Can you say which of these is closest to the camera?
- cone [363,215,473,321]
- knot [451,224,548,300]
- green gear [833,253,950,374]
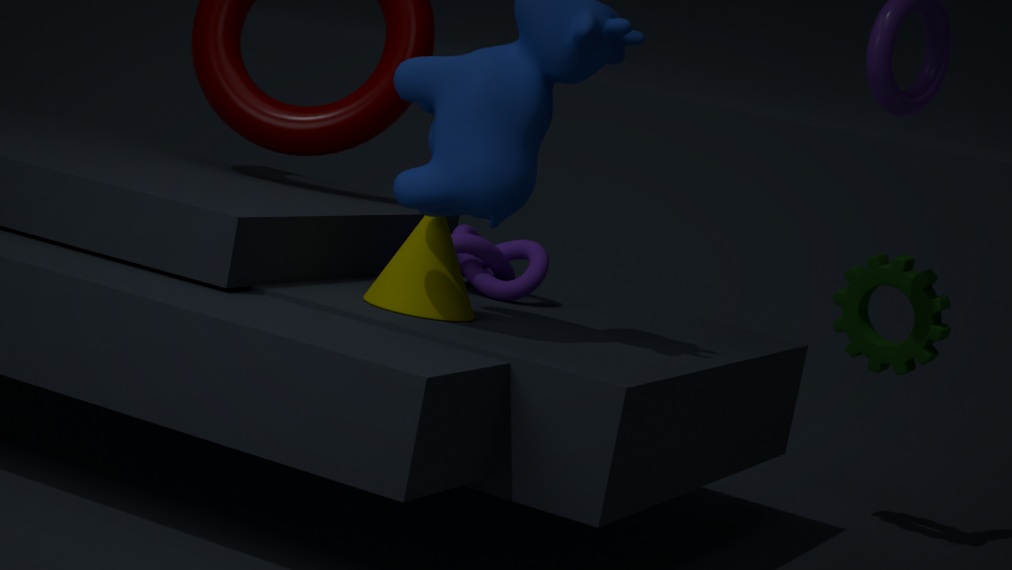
cone [363,215,473,321]
